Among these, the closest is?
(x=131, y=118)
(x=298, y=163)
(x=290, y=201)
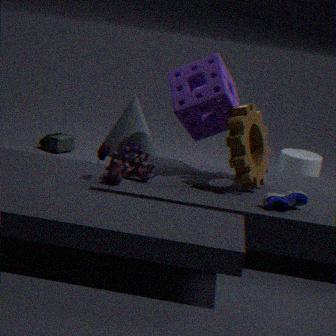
(x=290, y=201)
